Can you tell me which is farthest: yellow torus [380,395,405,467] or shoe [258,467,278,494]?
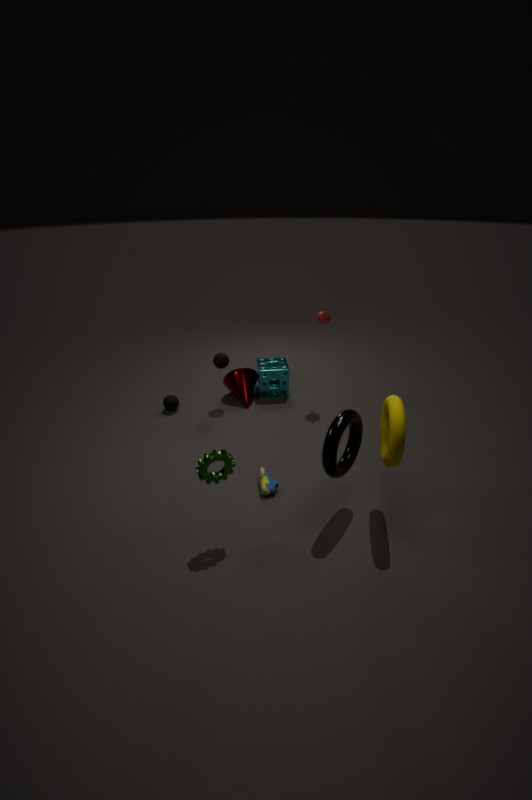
shoe [258,467,278,494]
